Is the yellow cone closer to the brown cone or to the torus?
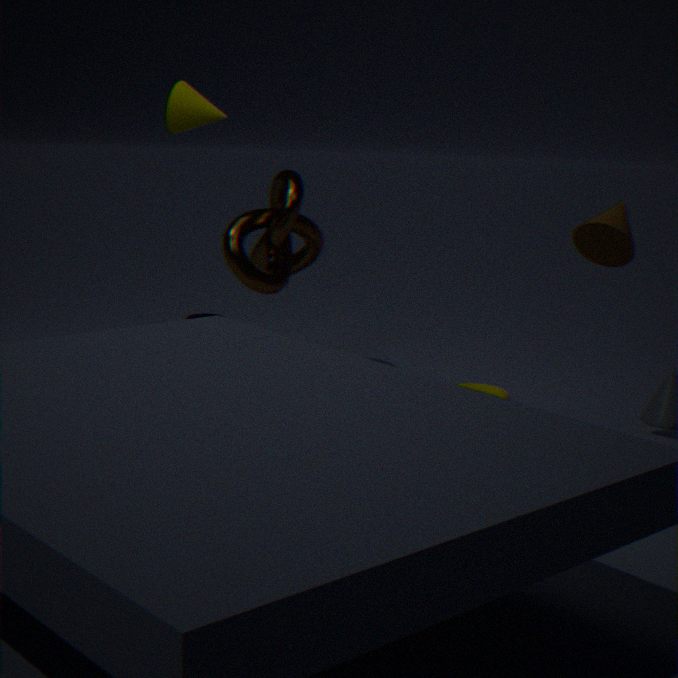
the torus
